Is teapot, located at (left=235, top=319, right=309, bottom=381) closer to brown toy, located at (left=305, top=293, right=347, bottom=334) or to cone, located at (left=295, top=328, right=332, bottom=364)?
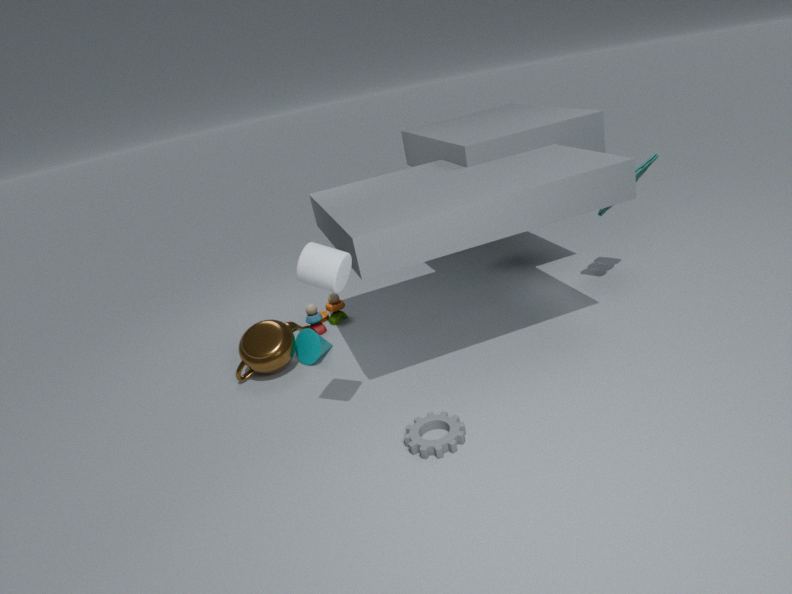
cone, located at (left=295, top=328, right=332, bottom=364)
